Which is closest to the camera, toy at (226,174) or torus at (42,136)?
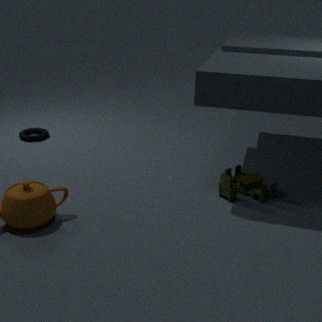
toy at (226,174)
